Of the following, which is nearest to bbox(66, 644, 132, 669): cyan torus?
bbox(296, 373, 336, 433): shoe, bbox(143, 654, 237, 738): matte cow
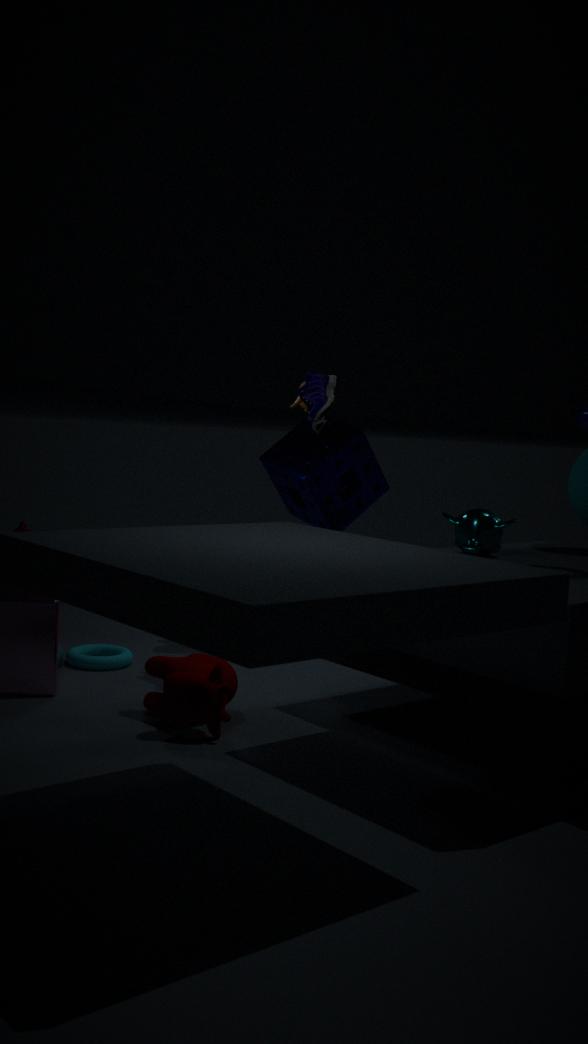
bbox(143, 654, 237, 738): matte cow
